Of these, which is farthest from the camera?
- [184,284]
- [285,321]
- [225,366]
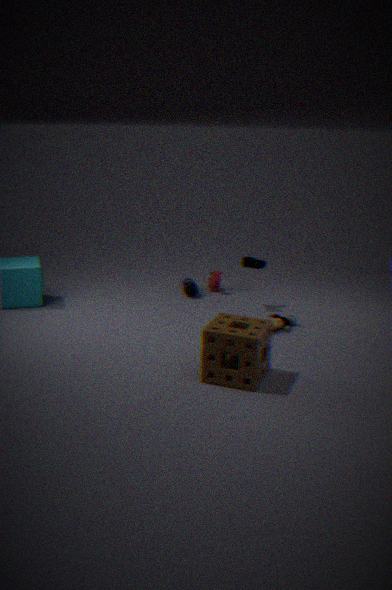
[184,284]
